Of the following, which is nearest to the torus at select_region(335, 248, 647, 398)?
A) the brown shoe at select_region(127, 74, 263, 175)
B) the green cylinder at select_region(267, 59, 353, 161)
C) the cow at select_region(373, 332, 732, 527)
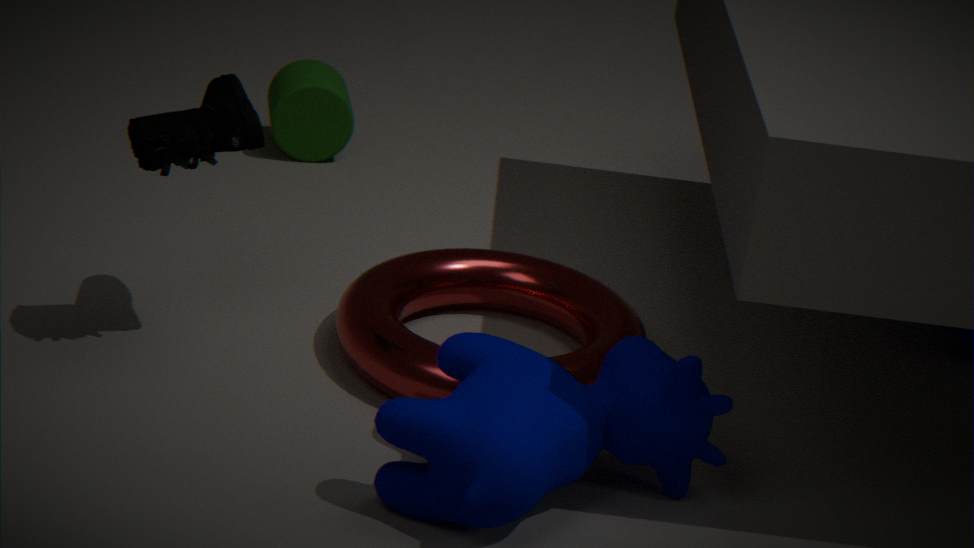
the cow at select_region(373, 332, 732, 527)
